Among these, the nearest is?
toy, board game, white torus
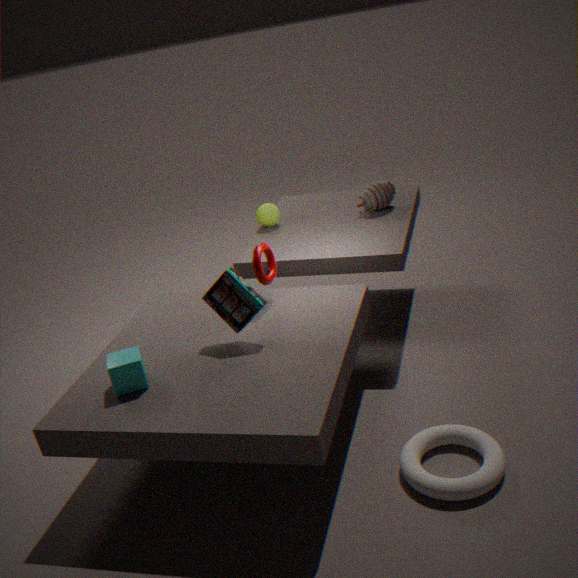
white torus
